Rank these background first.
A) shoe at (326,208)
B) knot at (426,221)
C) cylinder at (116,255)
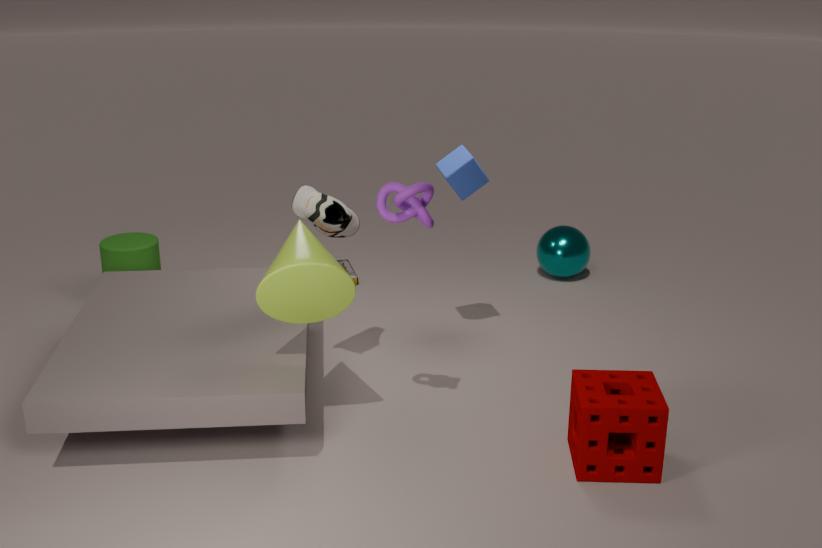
cylinder at (116,255)
shoe at (326,208)
knot at (426,221)
